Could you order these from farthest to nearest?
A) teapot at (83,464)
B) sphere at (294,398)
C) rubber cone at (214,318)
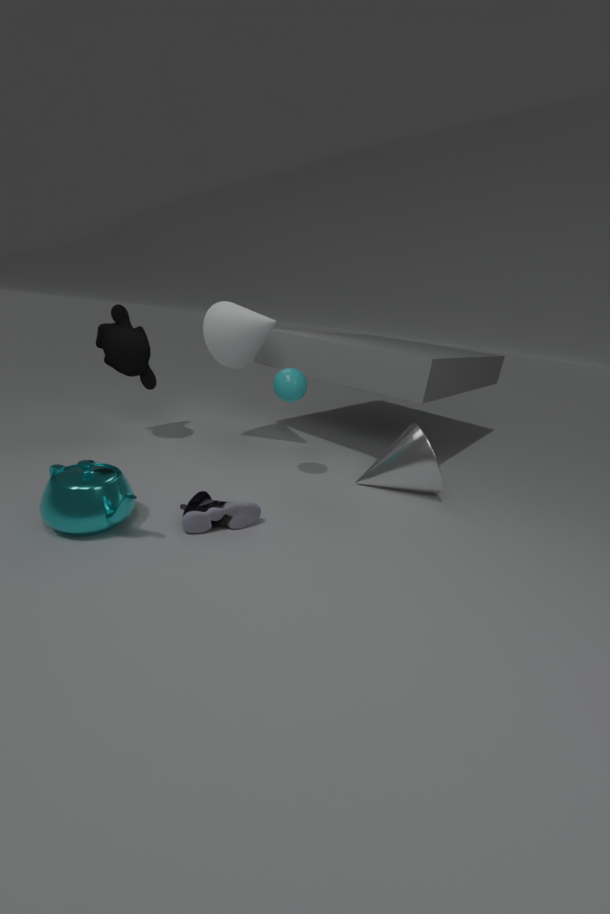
rubber cone at (214,318), sphere at (294,398), teapot at (83,464)
